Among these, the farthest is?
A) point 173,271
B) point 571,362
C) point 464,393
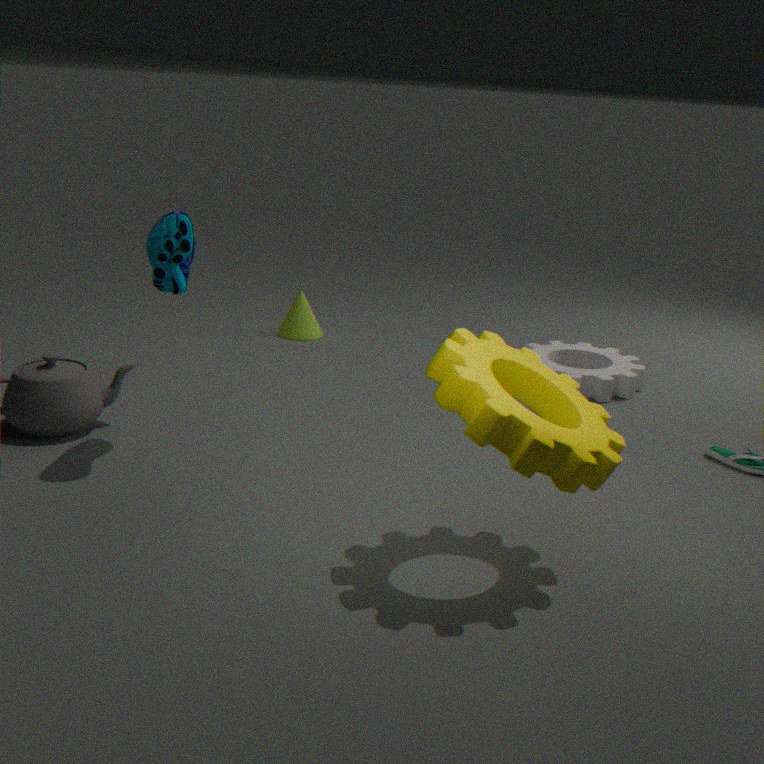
point 571,362
